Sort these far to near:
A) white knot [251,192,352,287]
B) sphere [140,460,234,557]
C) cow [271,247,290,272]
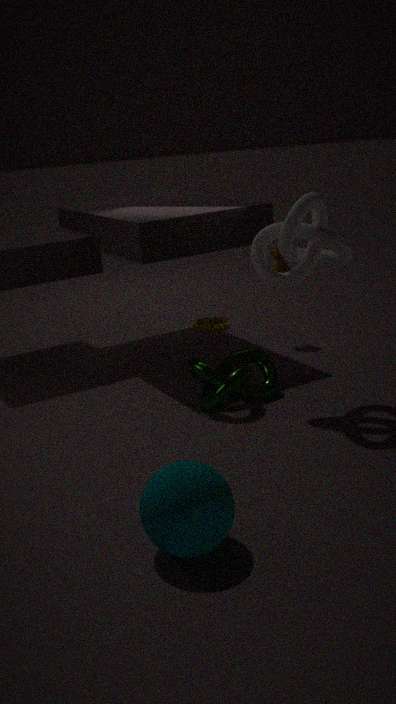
C. cow [271,247,290,272]
A. white knot [251,192,352,287]
B. sphere [140,460,234,557]
